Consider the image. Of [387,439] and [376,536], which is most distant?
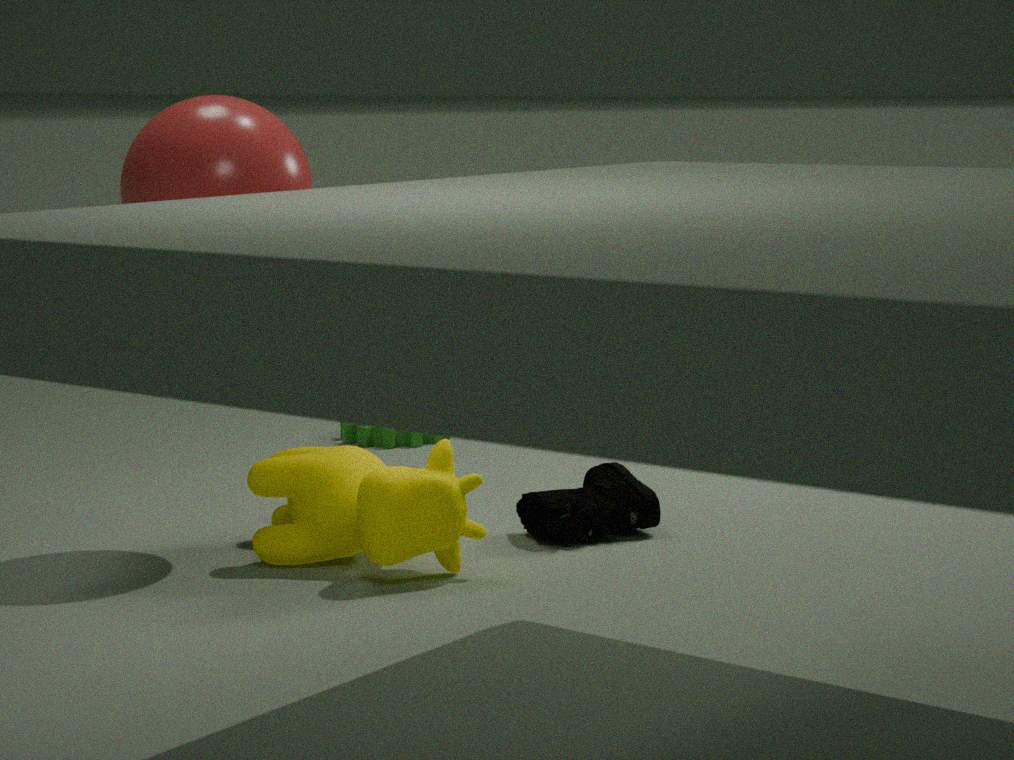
[387,439]
